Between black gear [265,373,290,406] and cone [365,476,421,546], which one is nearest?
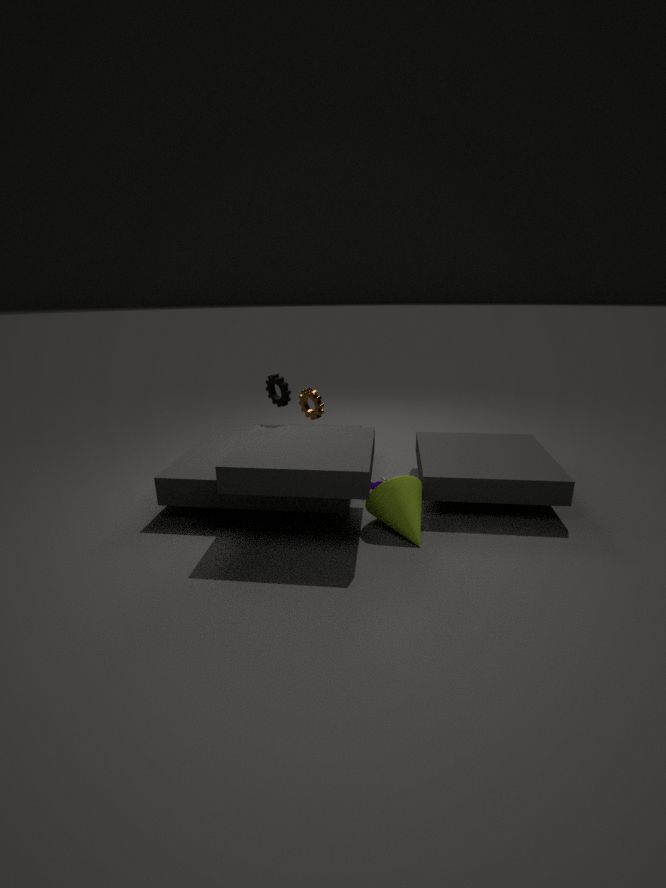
cone [365,476,421,546]
